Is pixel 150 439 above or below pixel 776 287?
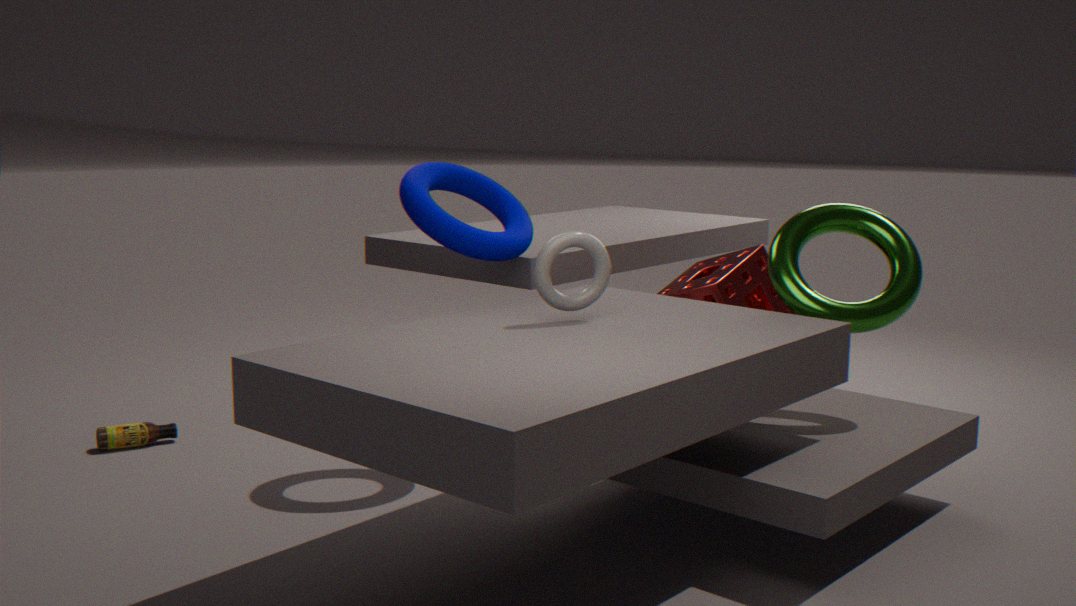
below
